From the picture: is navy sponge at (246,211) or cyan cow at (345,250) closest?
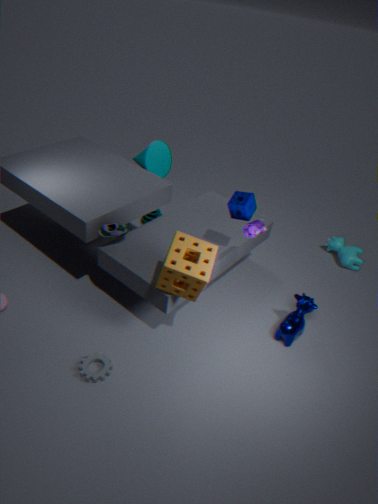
navy sponge at (246,211)
